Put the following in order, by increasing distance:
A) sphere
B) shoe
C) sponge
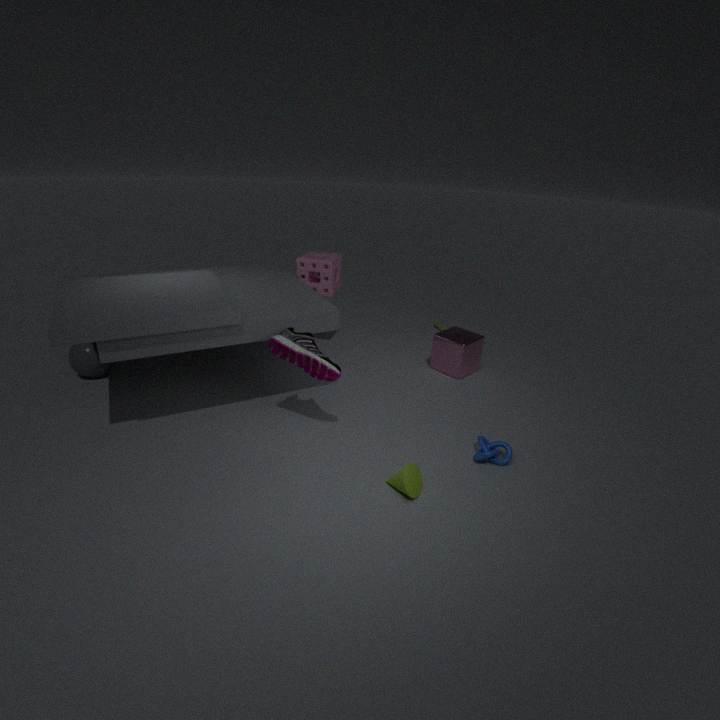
1. shoe
2. sphere
3. sponge
